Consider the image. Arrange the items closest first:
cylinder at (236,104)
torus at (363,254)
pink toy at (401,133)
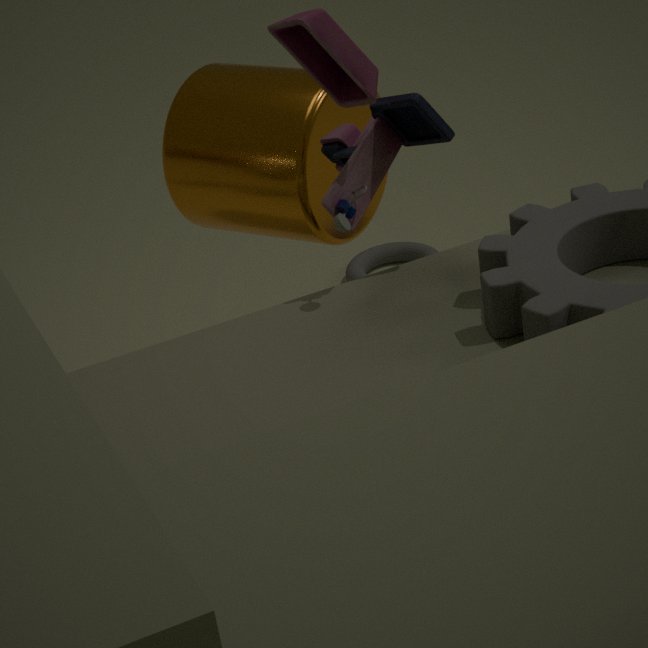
pink toy at (401,133)
cylinder at (236,104)
torus at (363,254)
